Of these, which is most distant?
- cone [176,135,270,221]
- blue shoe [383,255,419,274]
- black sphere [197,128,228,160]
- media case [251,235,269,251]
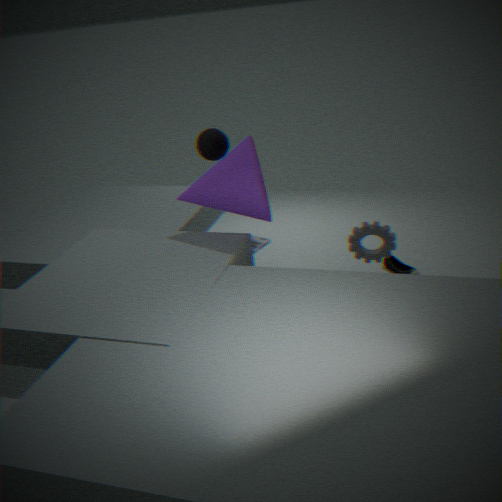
media case [251,235,269,251]
